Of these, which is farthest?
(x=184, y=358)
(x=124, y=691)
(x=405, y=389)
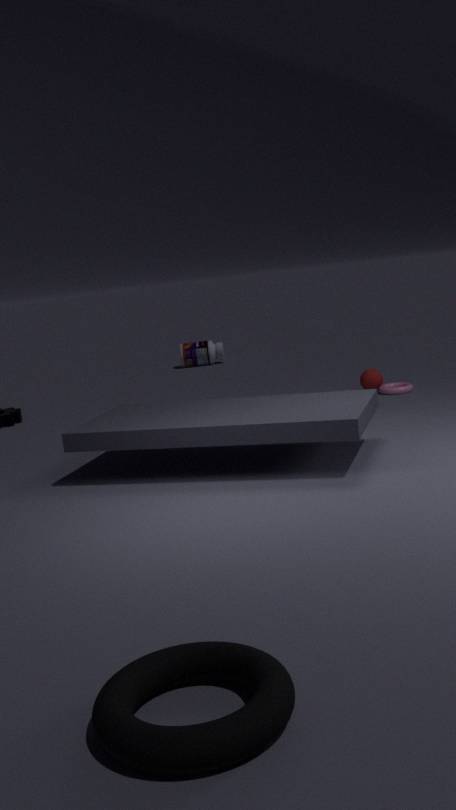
(x=184, y=358)
